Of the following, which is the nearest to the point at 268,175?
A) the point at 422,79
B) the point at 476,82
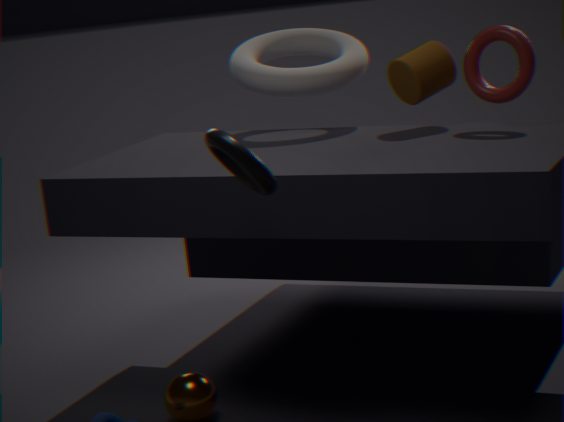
the point at 422,79
